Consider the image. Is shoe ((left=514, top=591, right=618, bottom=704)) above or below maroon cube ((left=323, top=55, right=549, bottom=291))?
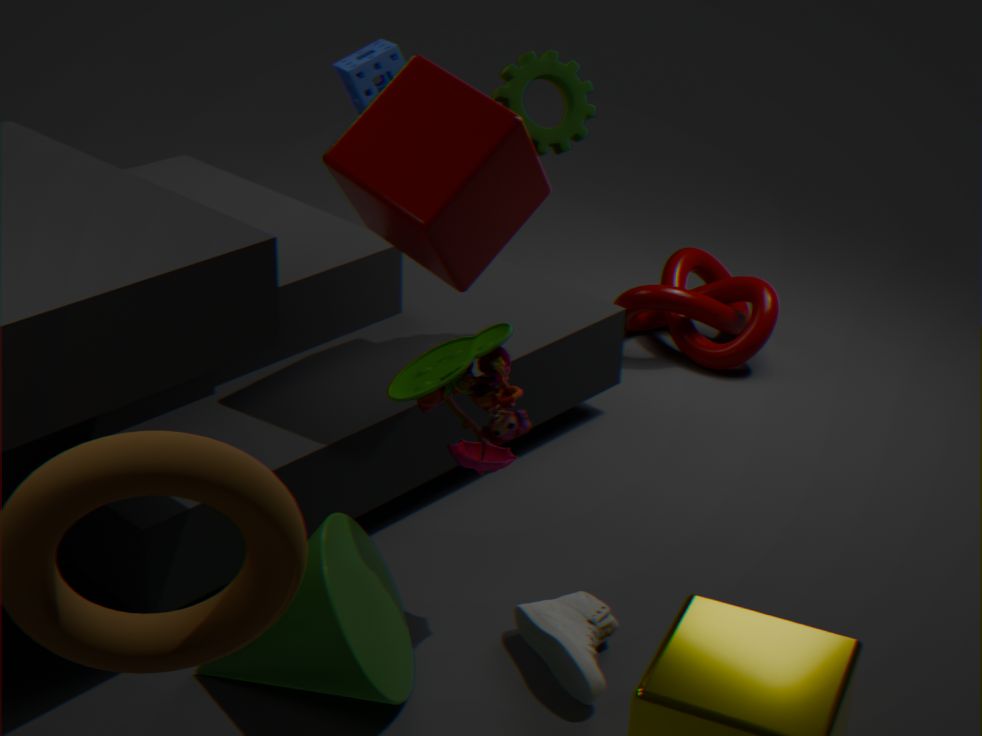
below
